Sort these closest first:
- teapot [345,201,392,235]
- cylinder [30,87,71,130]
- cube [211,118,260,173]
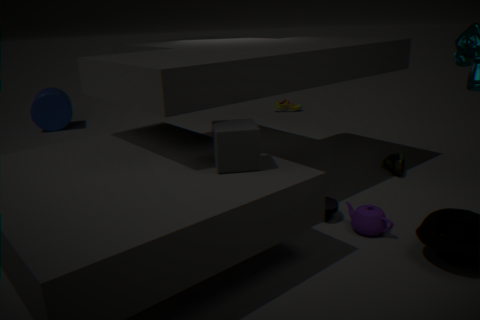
cube [211,118,260,173] < teapot [345,201,392,235] < cylinder [30,87,71,130]
